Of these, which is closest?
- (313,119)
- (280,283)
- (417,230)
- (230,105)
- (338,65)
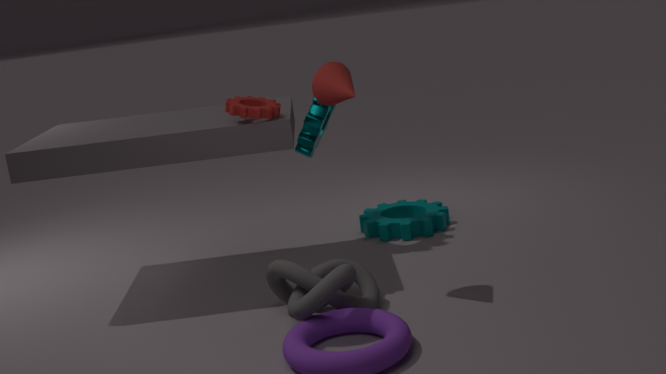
(338,65)
